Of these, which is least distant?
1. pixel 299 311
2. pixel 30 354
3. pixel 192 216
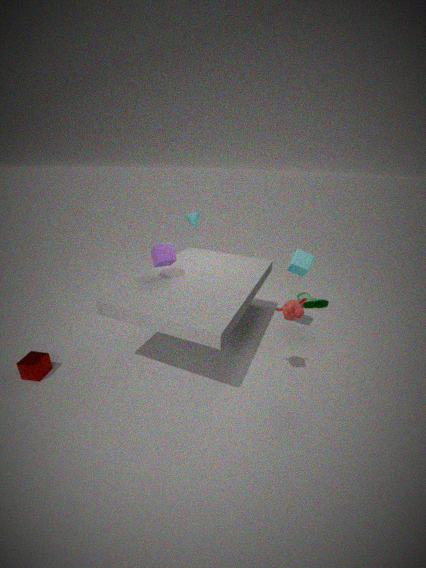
pixel 299 311
